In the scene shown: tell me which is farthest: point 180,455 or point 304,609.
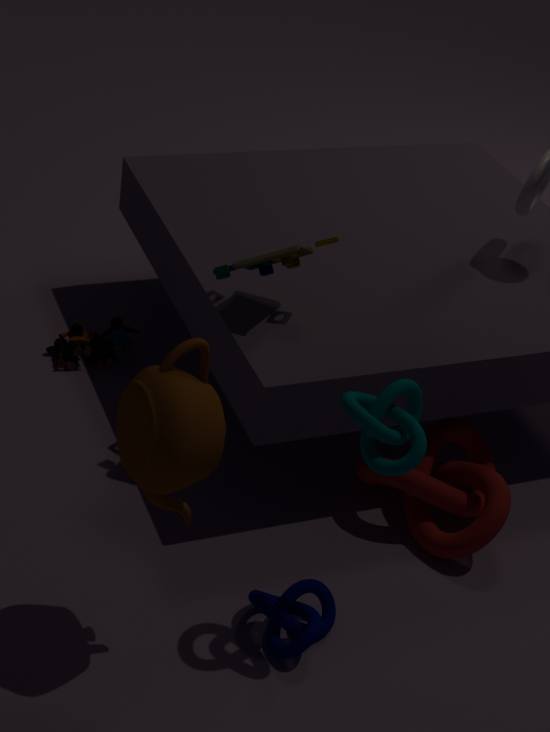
point 304,609
